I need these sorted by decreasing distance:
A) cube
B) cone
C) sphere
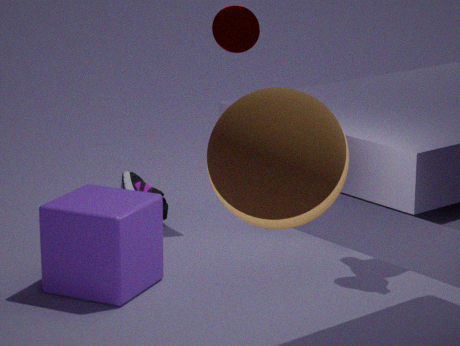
cone, cube, sphere
